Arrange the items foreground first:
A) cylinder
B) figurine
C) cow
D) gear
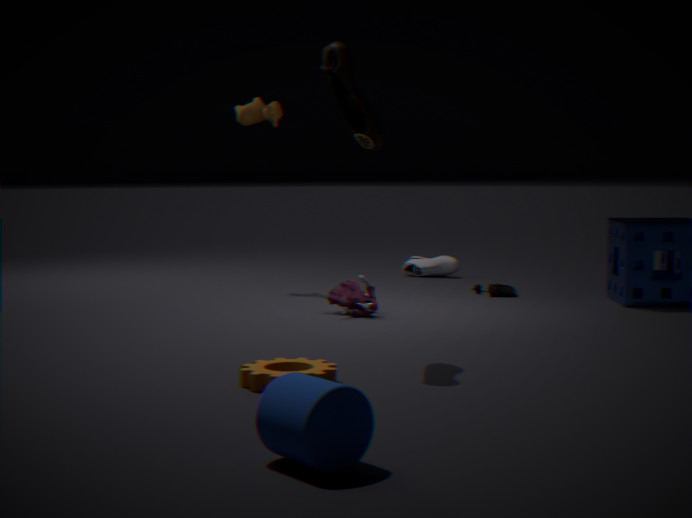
cylinder → gear → figurine → cow
